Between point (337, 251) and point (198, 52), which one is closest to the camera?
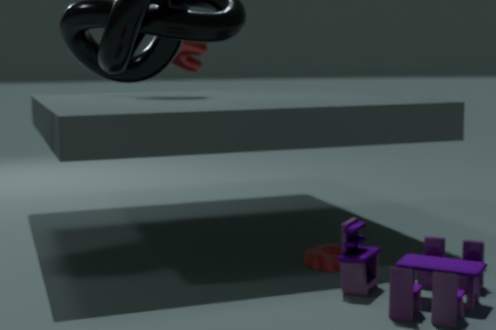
Answer: point (337, 251)
